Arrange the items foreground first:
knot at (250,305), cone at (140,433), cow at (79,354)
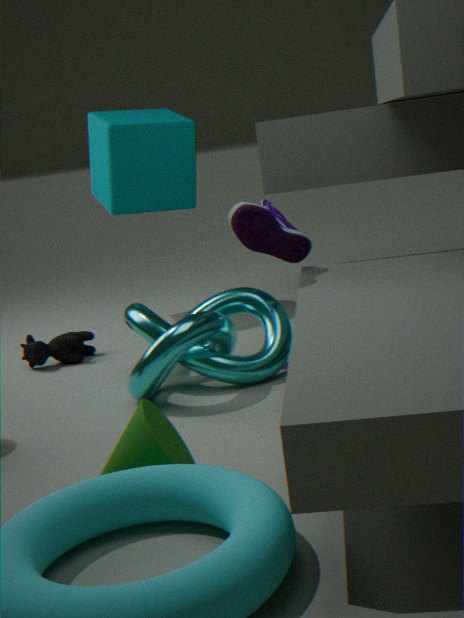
cone at (140,433) → knot at (250,305) → cow at (79,354)
